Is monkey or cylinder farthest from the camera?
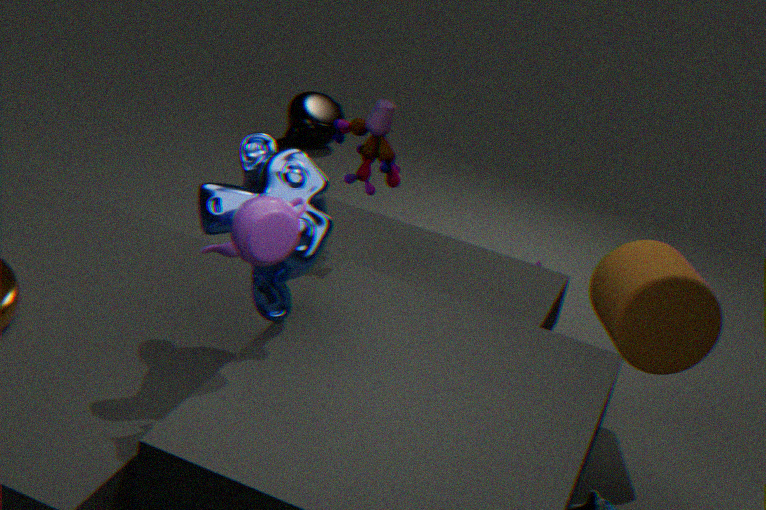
cylinder
